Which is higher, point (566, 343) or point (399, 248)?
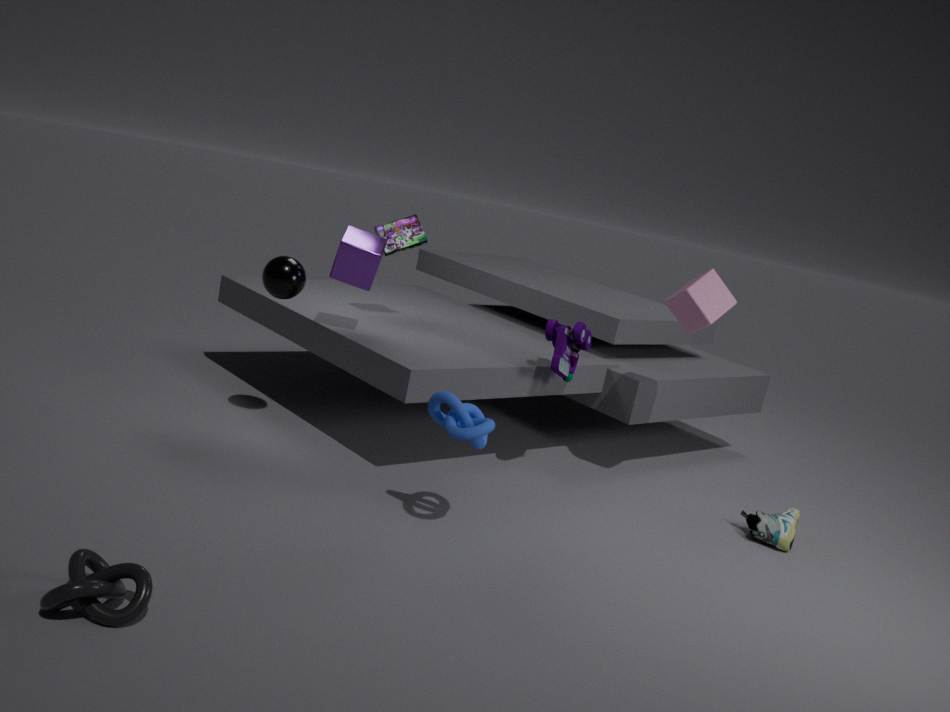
point (399, 248)
